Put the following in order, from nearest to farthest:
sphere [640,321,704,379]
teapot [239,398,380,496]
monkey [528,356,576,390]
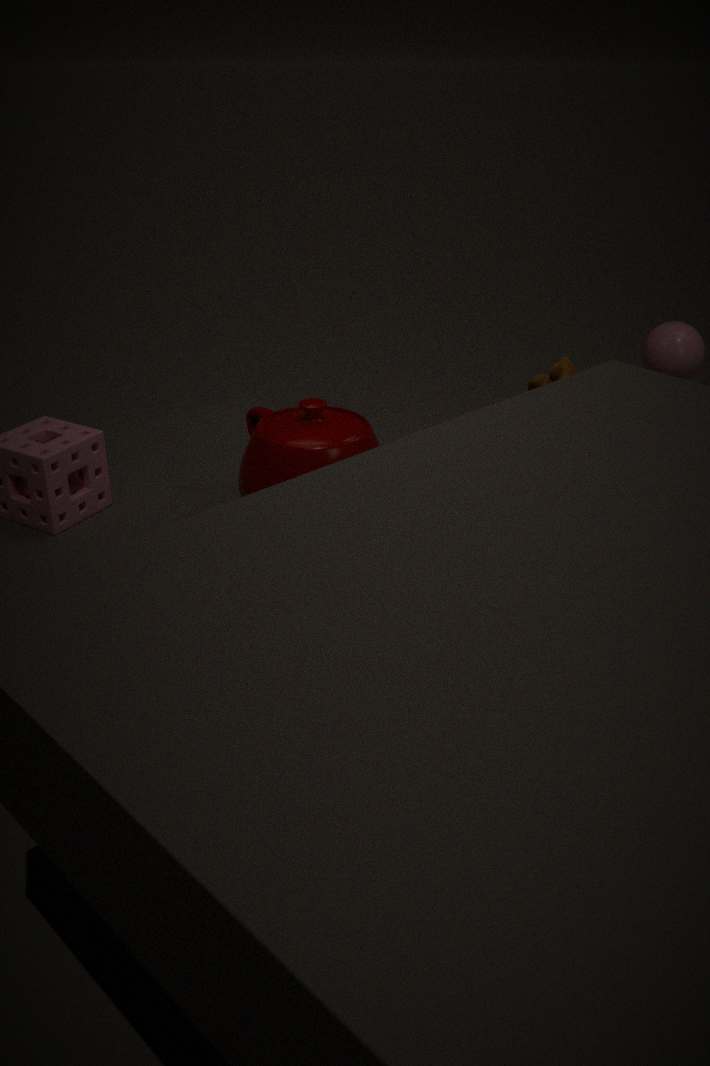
teapot [239,398,380,496] < monkey [528,356,576,390] < sphere [640,321,704,379]
